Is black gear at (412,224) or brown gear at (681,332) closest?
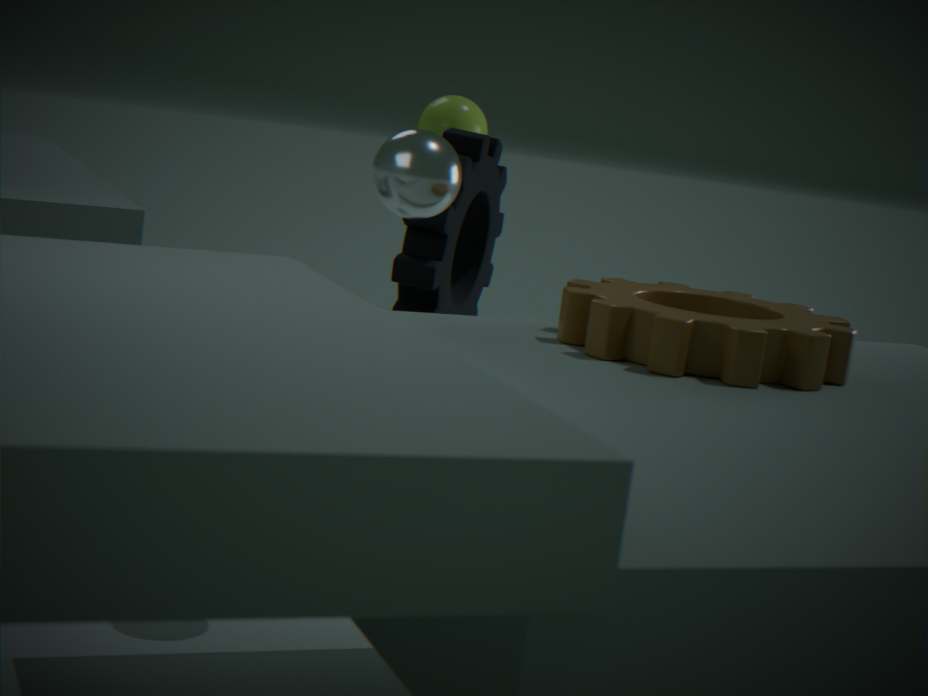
brown gear at (681,332)
